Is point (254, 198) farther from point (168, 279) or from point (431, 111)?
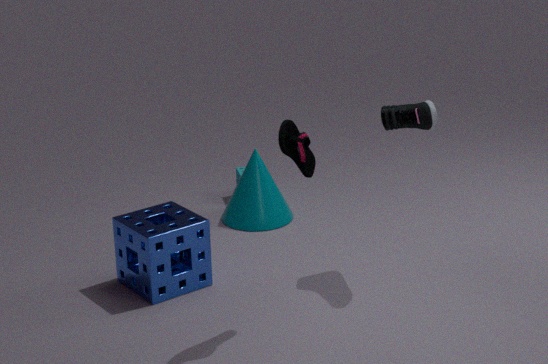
point (431, 111)
